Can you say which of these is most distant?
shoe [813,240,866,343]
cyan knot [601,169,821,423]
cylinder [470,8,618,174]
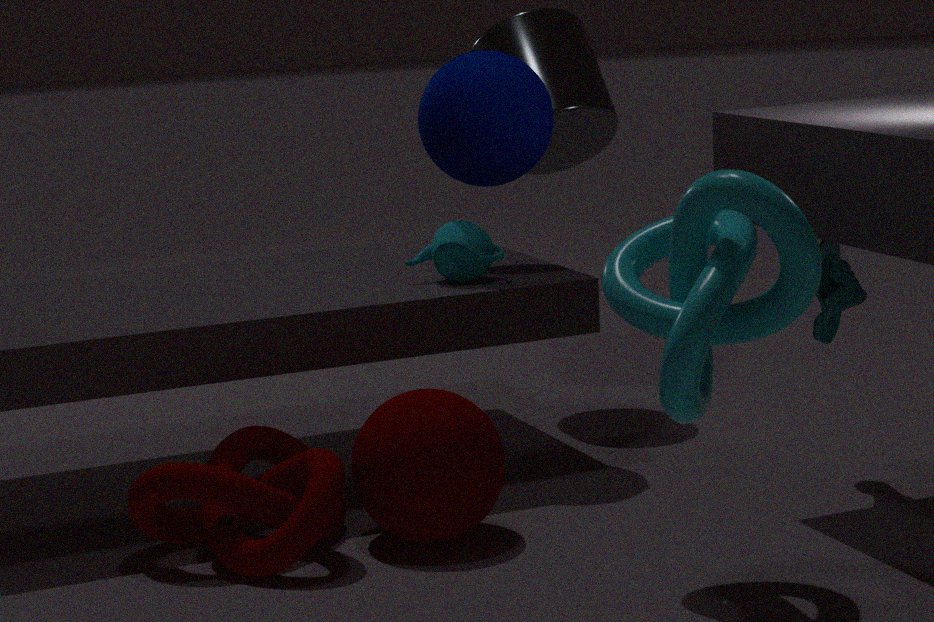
cylinder [470,8,618,174]
